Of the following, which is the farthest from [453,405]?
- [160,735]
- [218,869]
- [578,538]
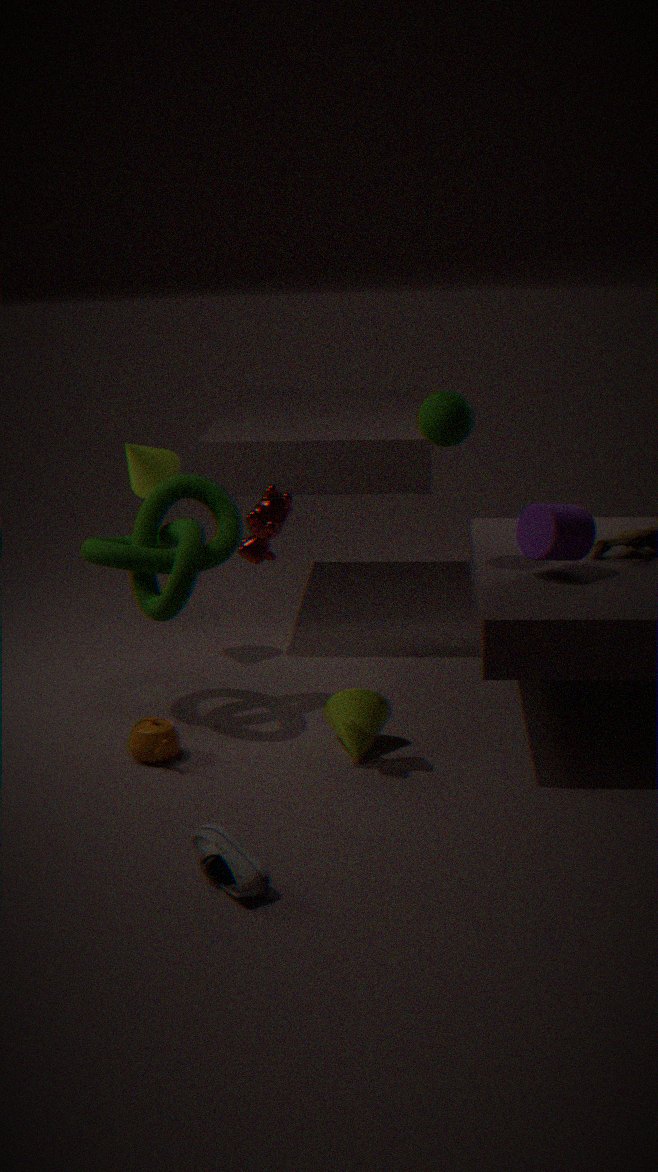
[218,869]
